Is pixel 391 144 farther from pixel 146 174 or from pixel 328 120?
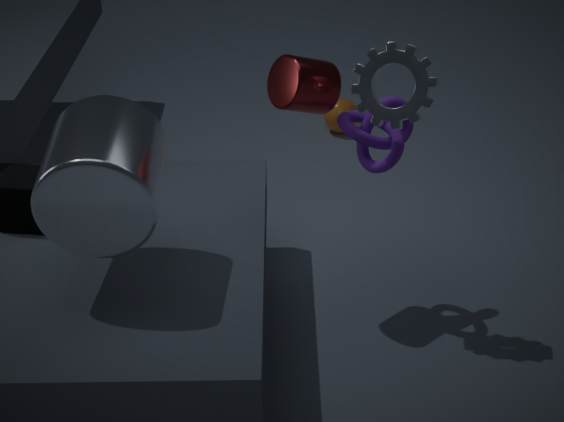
pixel 328 120
